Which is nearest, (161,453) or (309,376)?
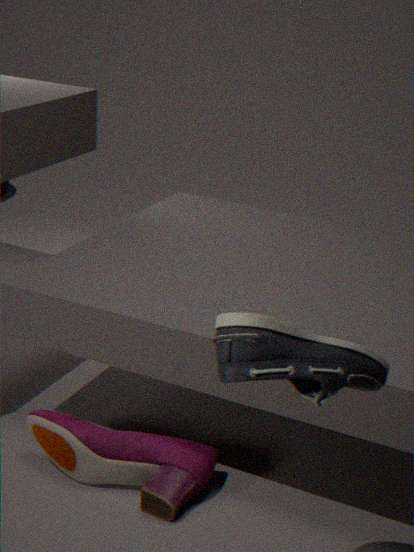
(309,376)
